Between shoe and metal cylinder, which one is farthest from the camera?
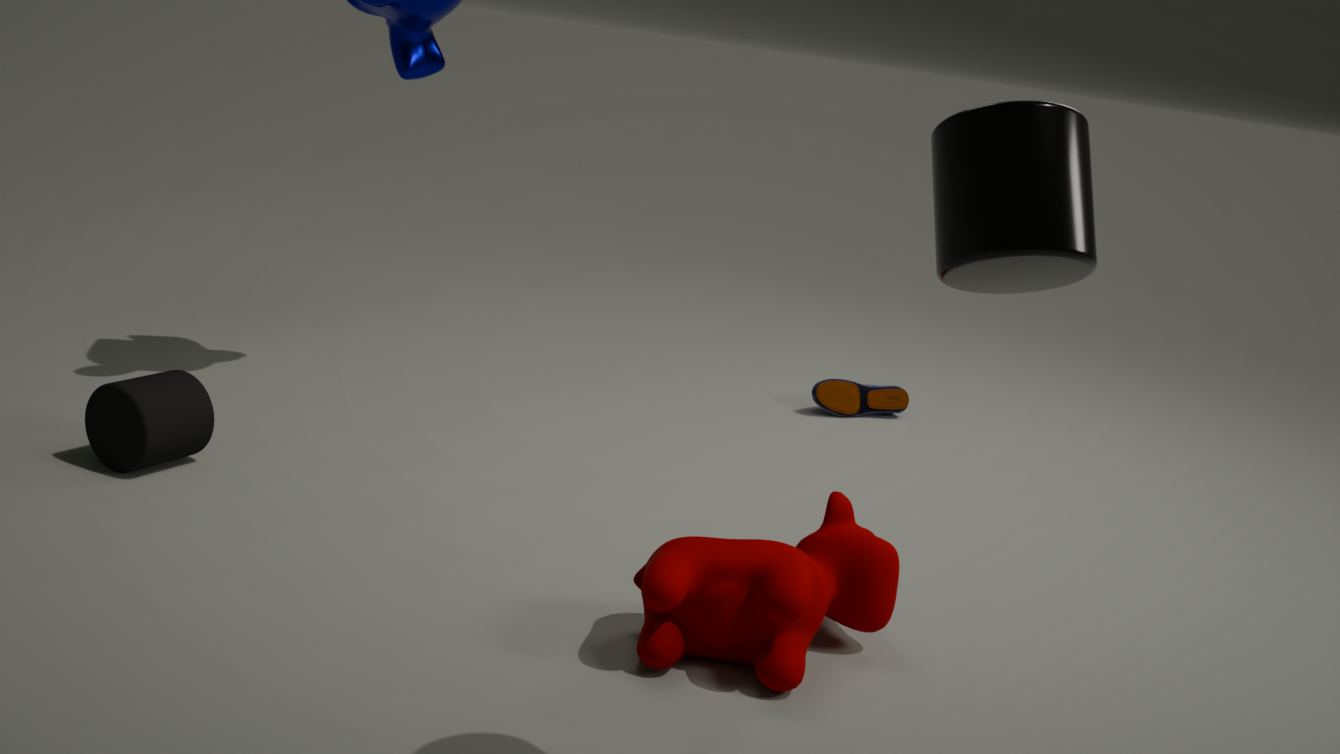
shoe
